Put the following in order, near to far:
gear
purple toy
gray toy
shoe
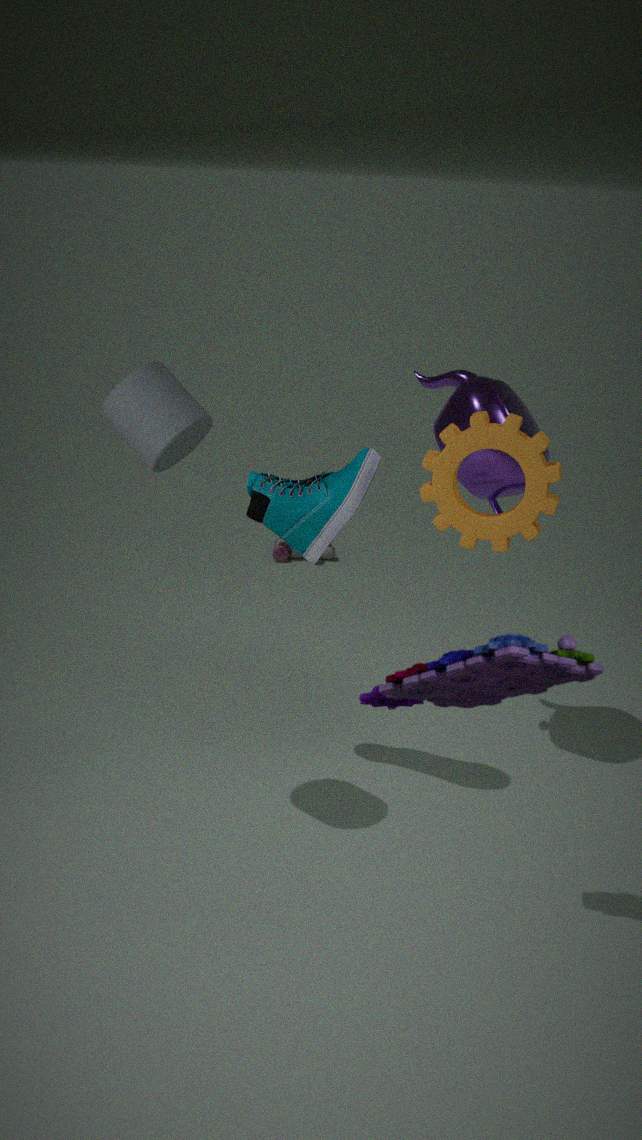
1. purple toy
2. gear
3. shoe
4. gray toy
